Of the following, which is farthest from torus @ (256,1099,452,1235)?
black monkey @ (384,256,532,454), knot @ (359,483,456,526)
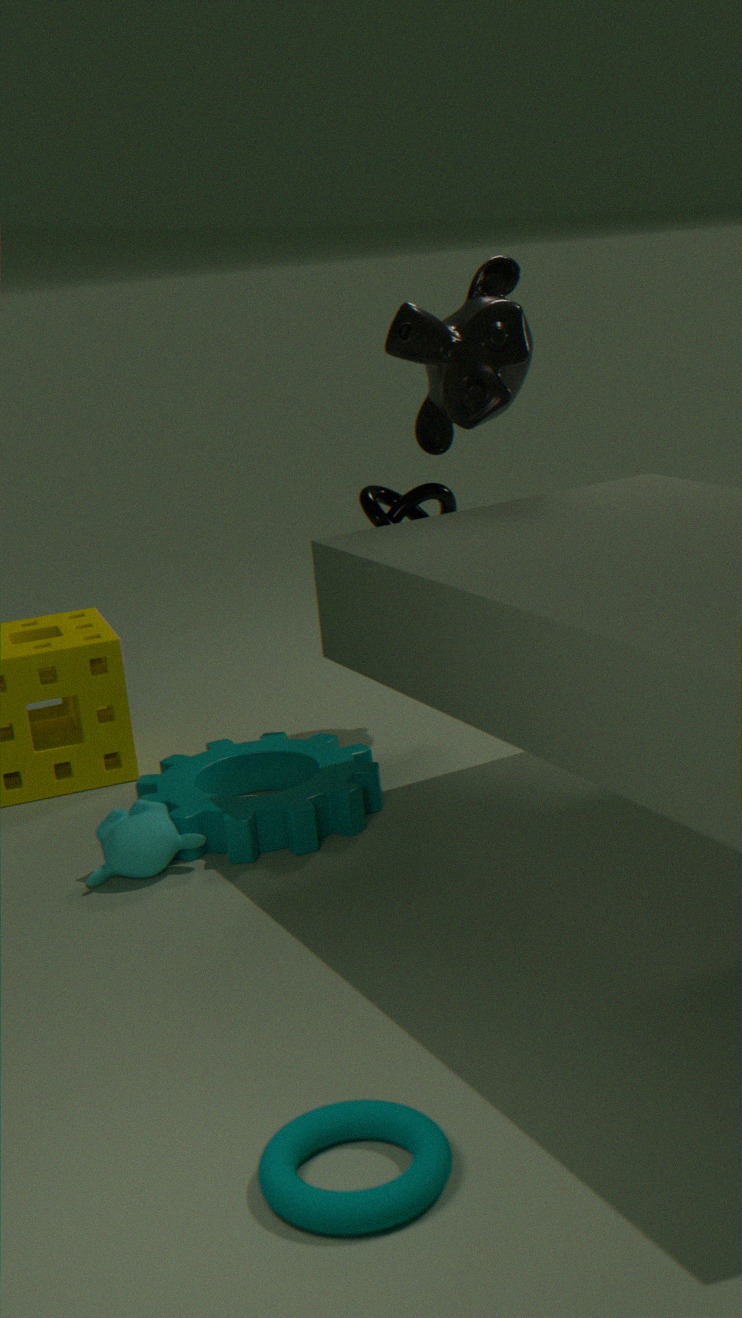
black monkey @ (384,256,532,454)
